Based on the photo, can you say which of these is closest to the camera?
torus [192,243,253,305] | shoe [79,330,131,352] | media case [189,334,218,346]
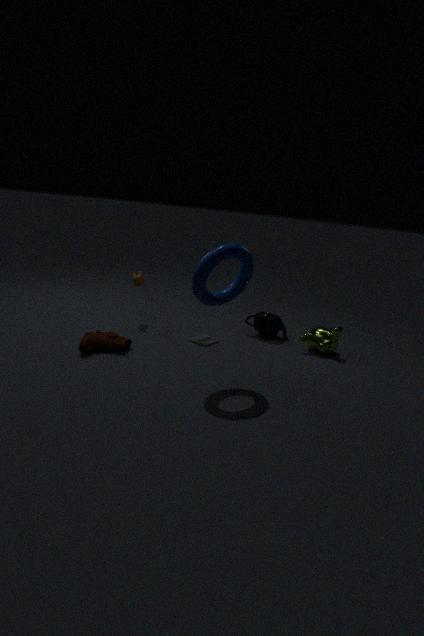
torus [192,243,253,305]
